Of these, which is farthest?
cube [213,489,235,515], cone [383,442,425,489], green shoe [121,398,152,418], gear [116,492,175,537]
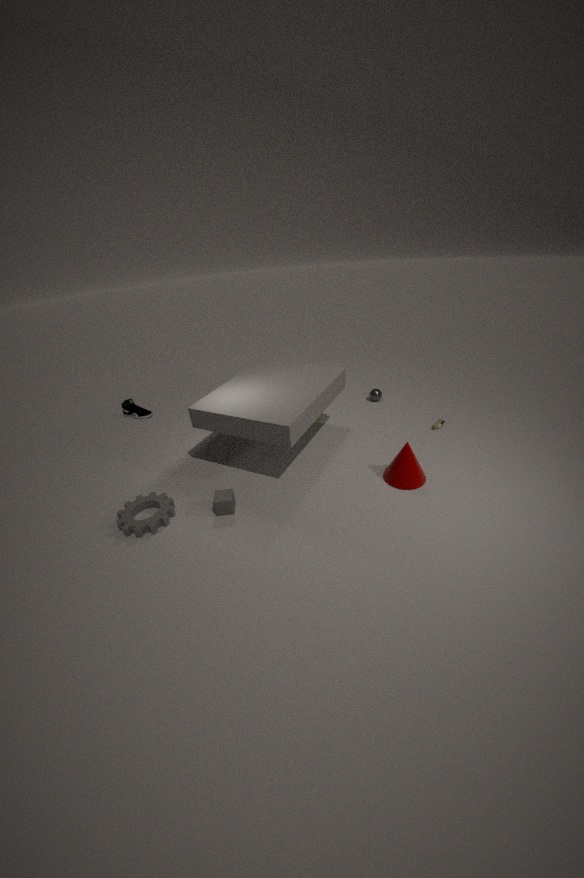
green shoe [121,398,152,418]
